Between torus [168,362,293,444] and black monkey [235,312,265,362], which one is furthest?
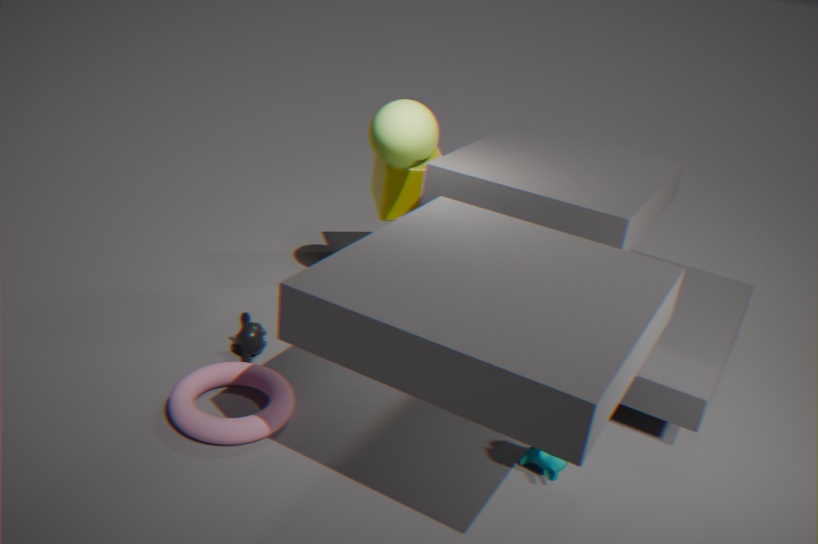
black monkey [235,312,265,362]
